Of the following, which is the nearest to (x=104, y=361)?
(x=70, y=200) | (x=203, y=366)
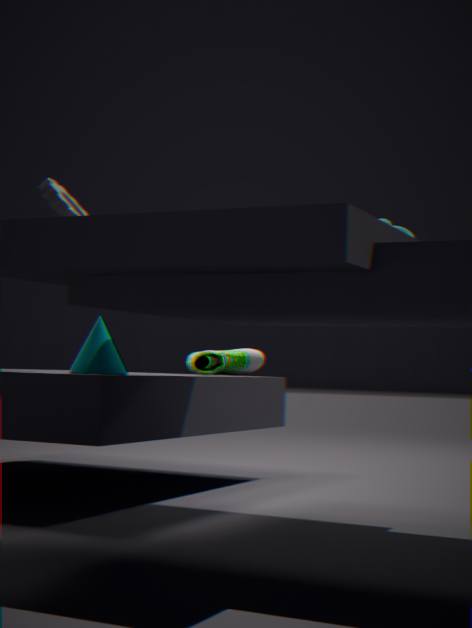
(x=70, y=200)
